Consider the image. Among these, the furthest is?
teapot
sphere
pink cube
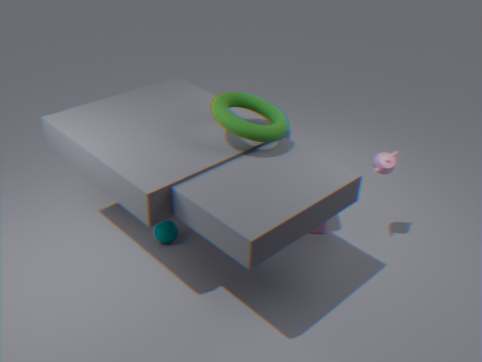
pink cube
